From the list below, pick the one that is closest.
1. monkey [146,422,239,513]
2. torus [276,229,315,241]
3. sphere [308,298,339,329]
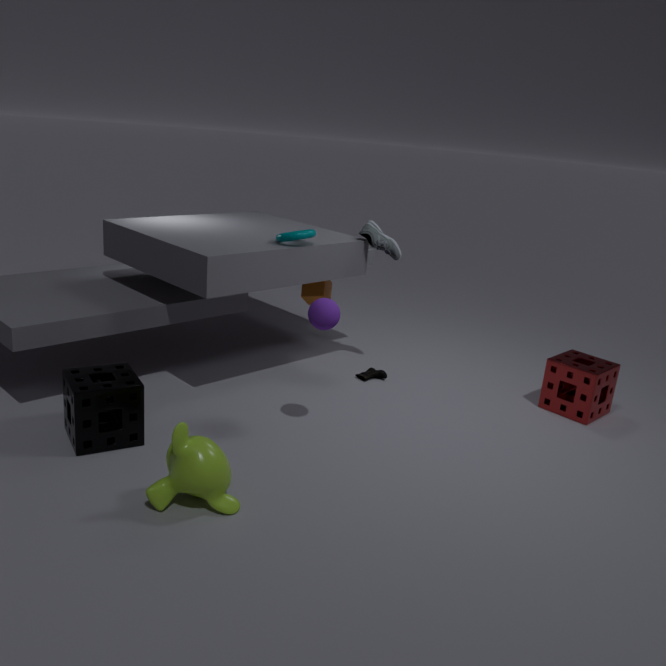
monkey [146,422,239,513]
